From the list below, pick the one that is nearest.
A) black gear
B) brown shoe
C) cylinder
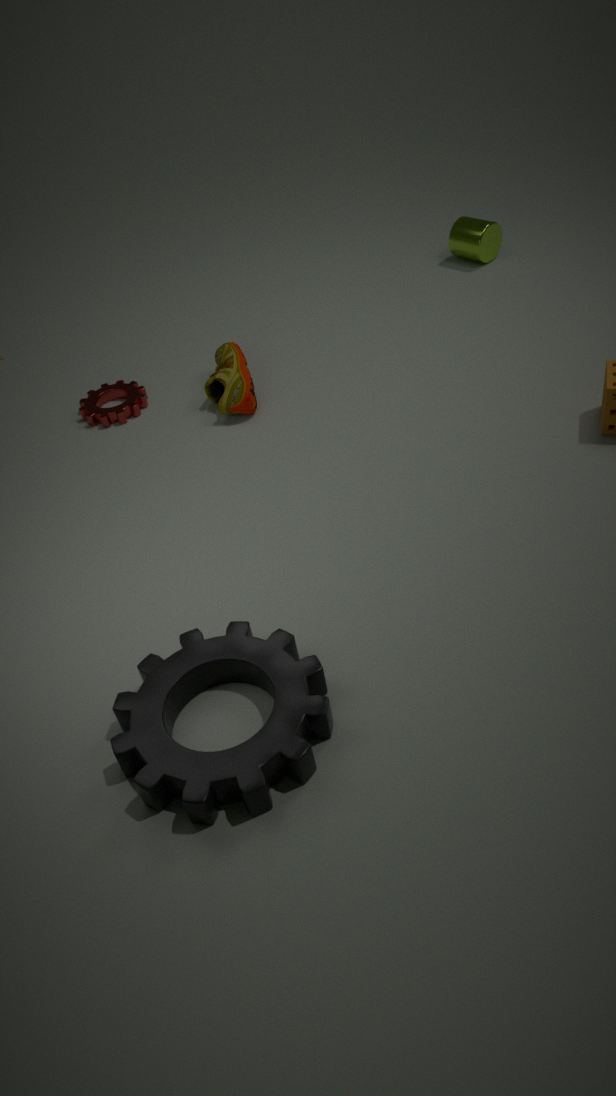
black gear
